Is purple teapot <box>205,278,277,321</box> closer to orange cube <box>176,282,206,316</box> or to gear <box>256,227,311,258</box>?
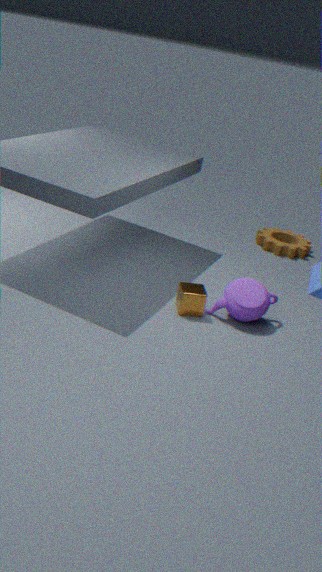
orange cube <box>176,282,206,316</box>
